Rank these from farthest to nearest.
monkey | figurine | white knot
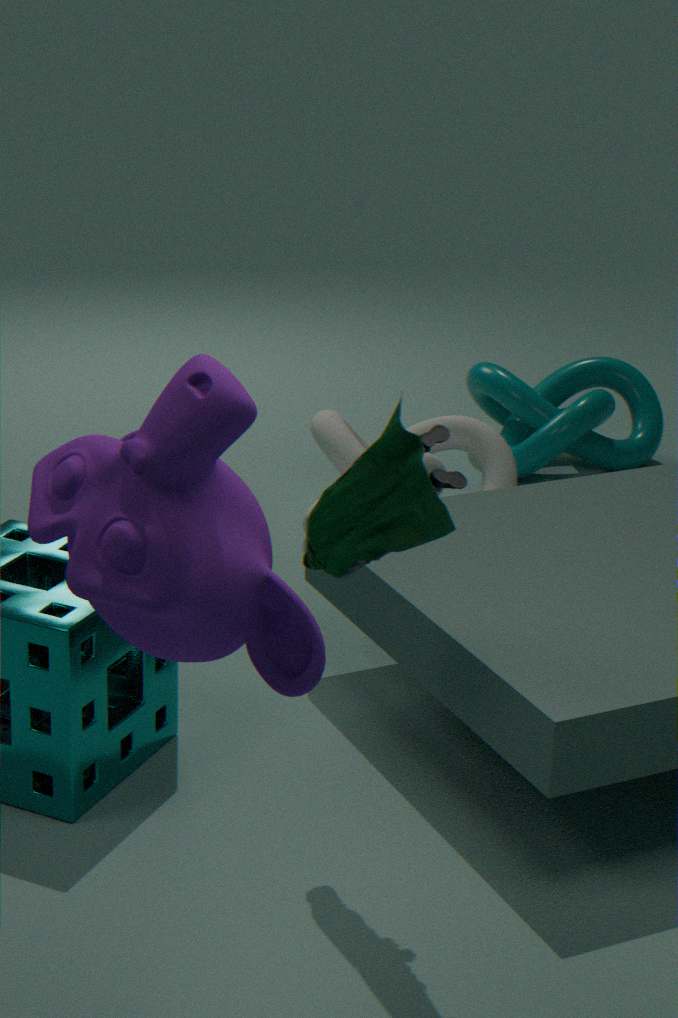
white knot → figurine → monkey
